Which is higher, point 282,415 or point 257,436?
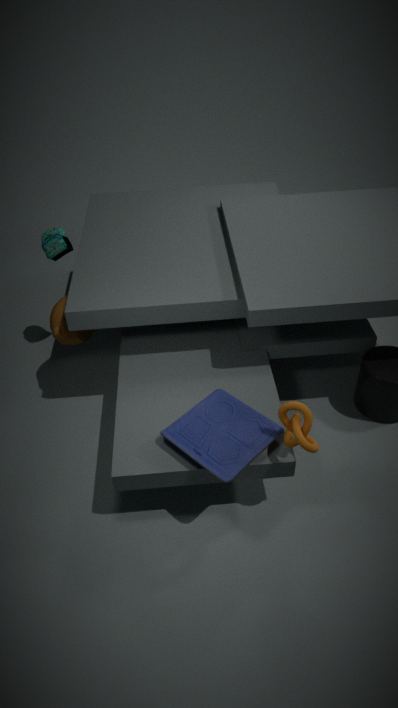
A: point 282,415
